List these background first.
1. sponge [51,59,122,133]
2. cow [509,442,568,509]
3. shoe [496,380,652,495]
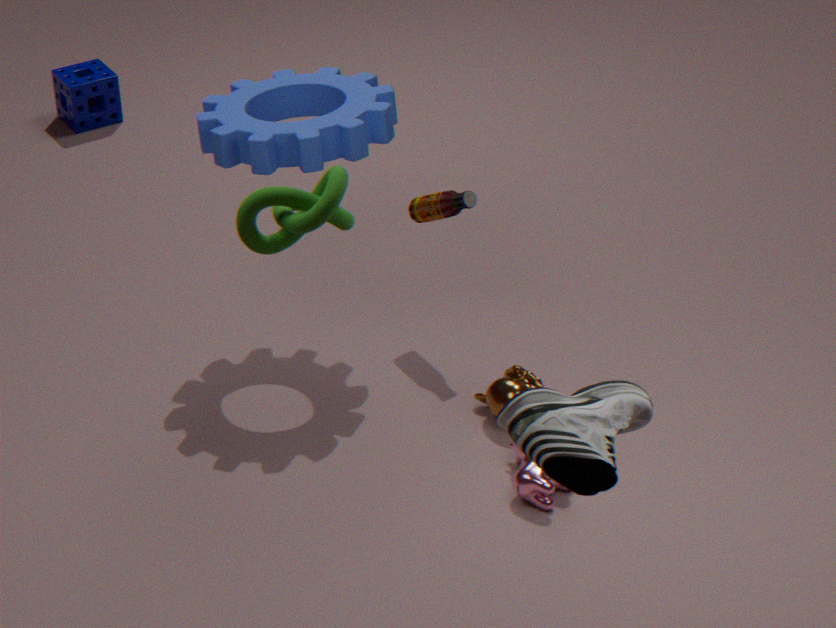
1. sponge [51,59,122,133]
2. cow [509,442,568,509]
3. shoe [496,380,652,495]
